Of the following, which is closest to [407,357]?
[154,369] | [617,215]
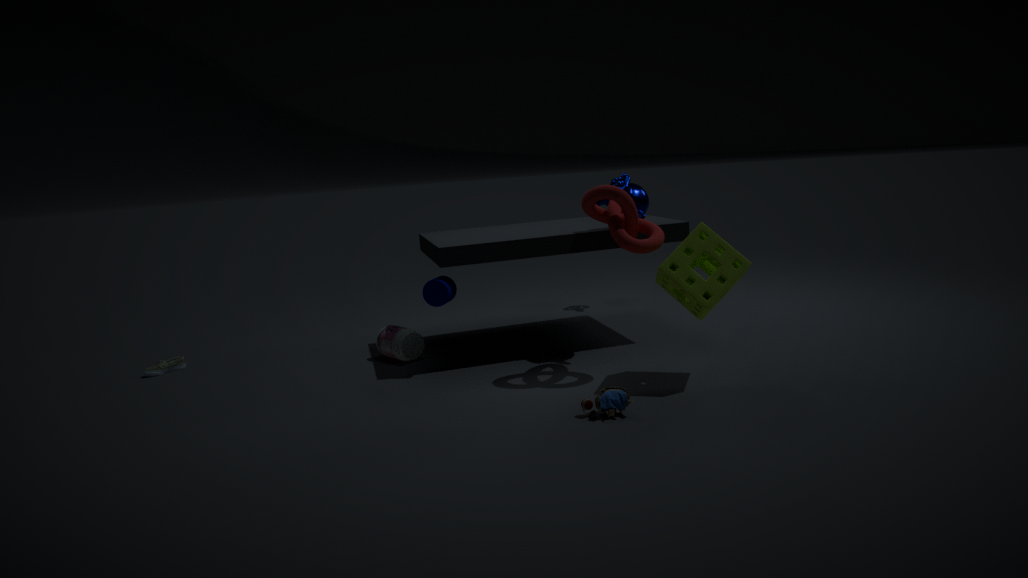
[154,369]
